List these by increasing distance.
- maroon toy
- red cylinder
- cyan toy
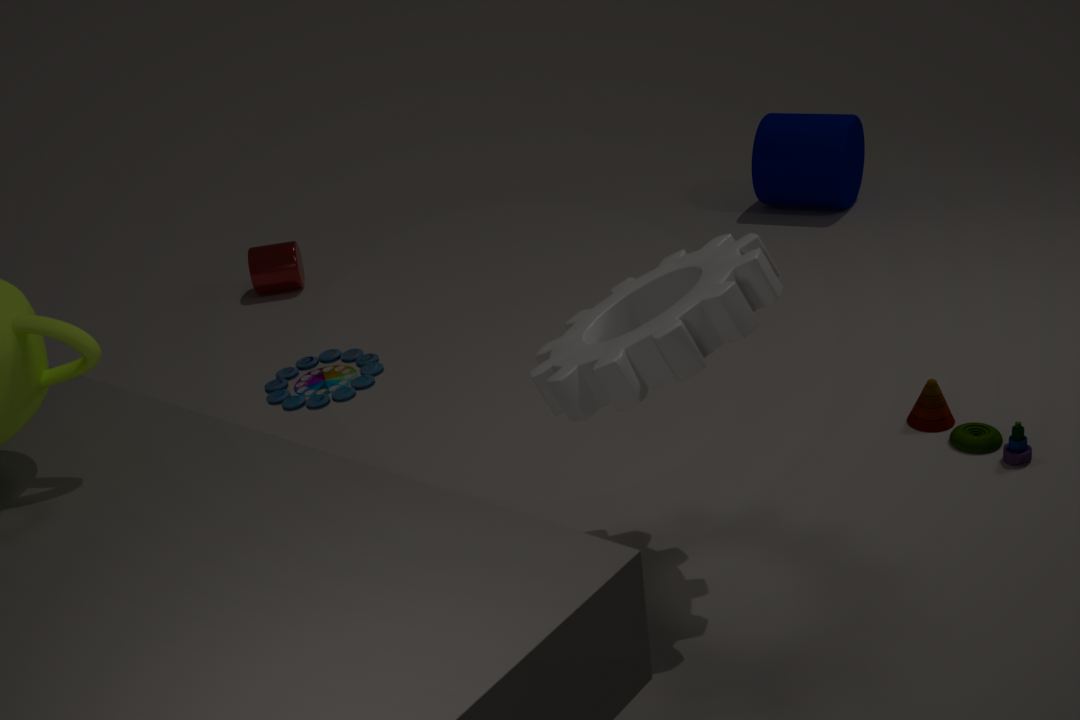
cyan toy
maroon toy
red cylinder
